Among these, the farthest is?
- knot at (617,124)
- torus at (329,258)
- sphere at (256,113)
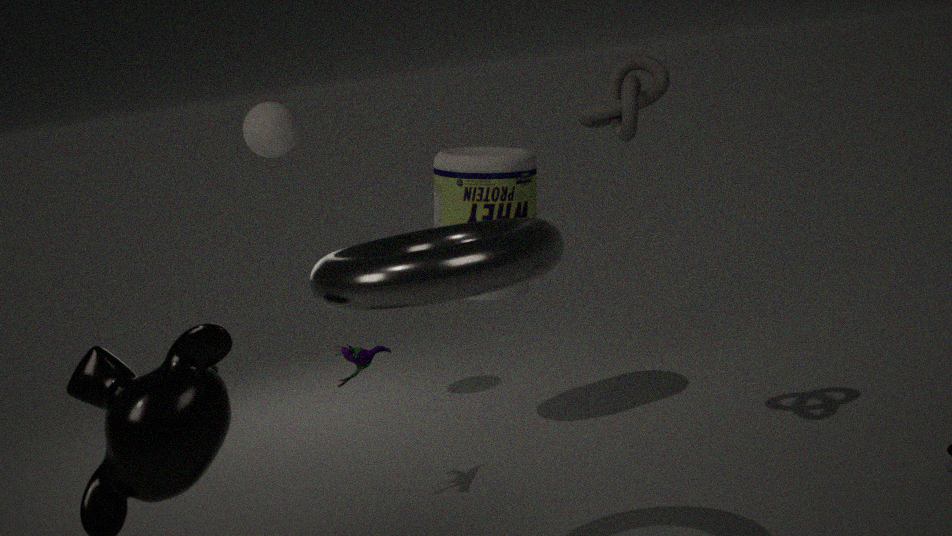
sphere at (256,113)
